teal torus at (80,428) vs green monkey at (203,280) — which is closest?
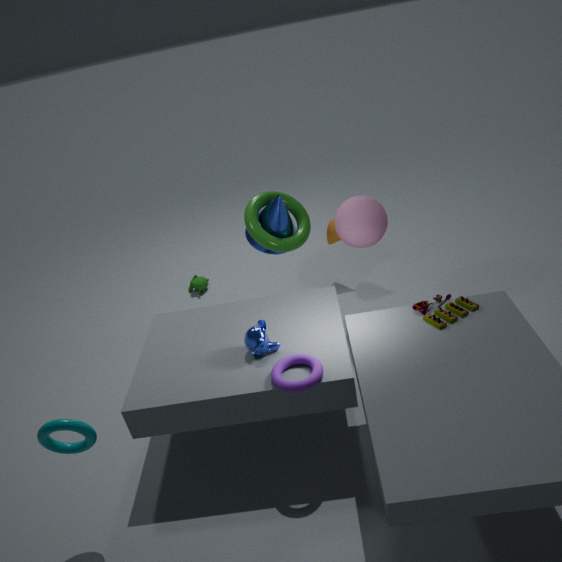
teal torus at (80,428)
